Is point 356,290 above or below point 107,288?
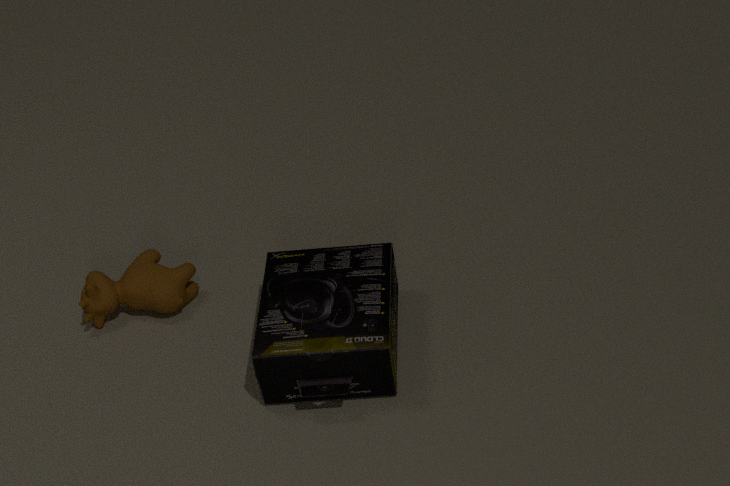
above
